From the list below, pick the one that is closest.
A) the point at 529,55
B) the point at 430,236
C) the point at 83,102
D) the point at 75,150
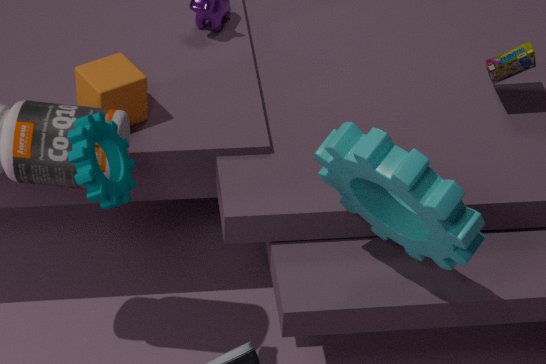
the point at 75,150
